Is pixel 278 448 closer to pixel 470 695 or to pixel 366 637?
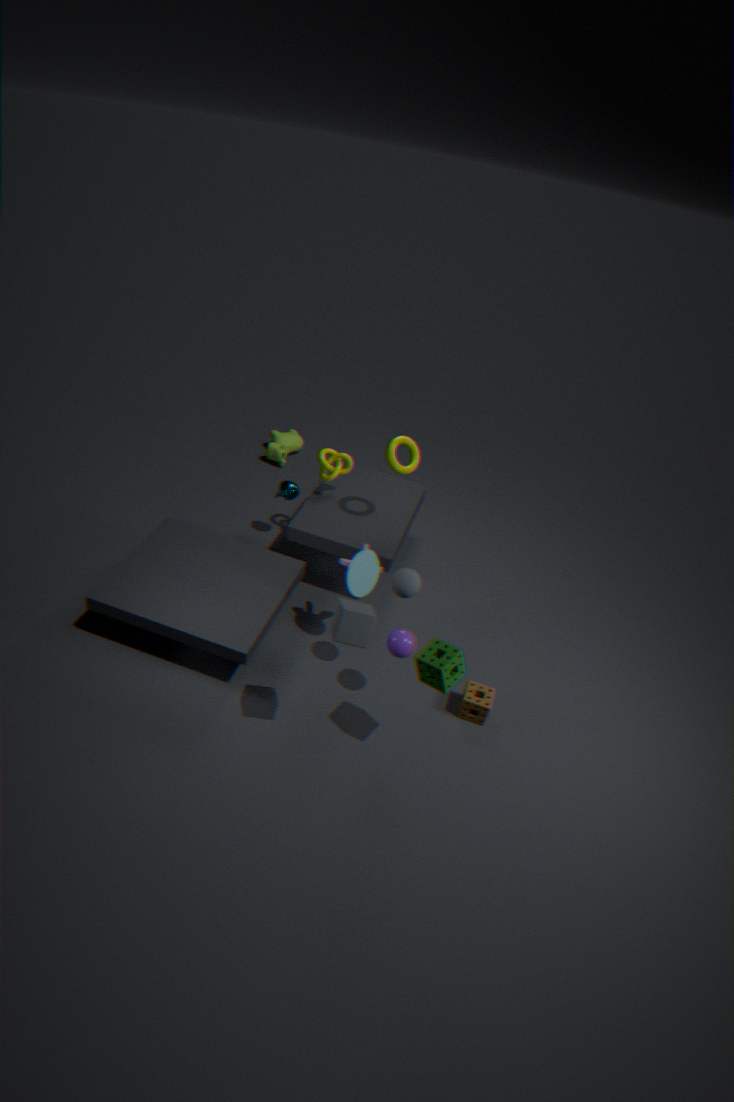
pixel 470 695
